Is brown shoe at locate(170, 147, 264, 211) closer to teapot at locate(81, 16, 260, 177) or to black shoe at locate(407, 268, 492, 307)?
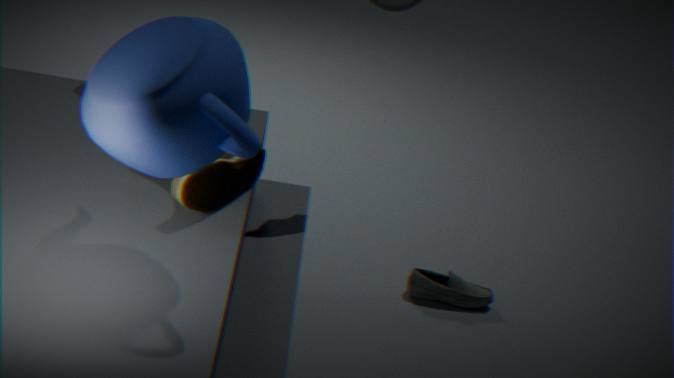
teapot at locate(81, 16, 260, 177)
